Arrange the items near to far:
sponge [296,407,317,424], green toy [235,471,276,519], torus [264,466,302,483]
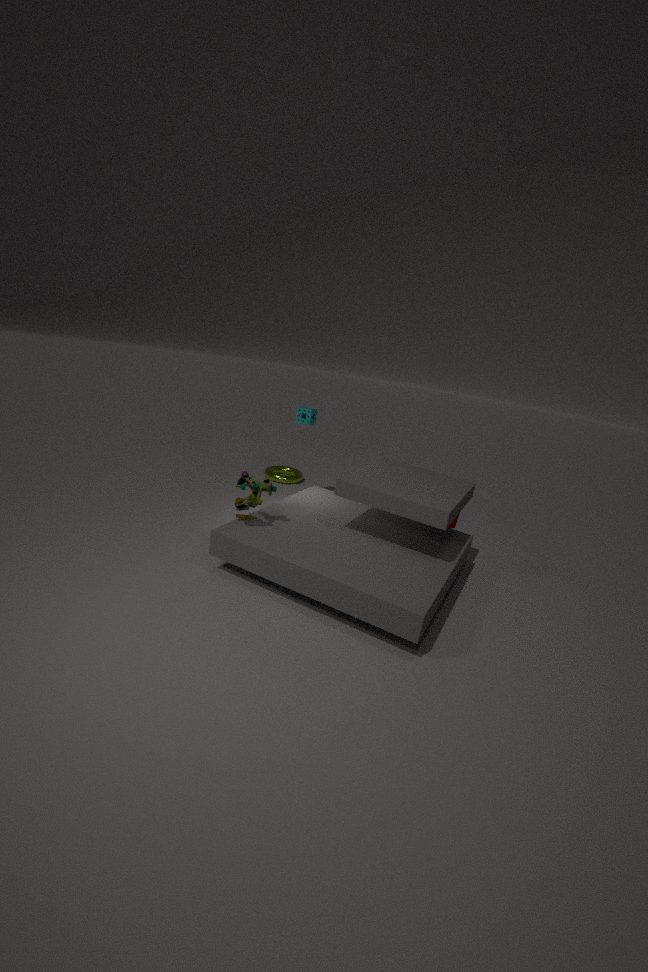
green toy [235,471,276,519] < sponge [296,407,317,424] < torus [264,466,302,483]
